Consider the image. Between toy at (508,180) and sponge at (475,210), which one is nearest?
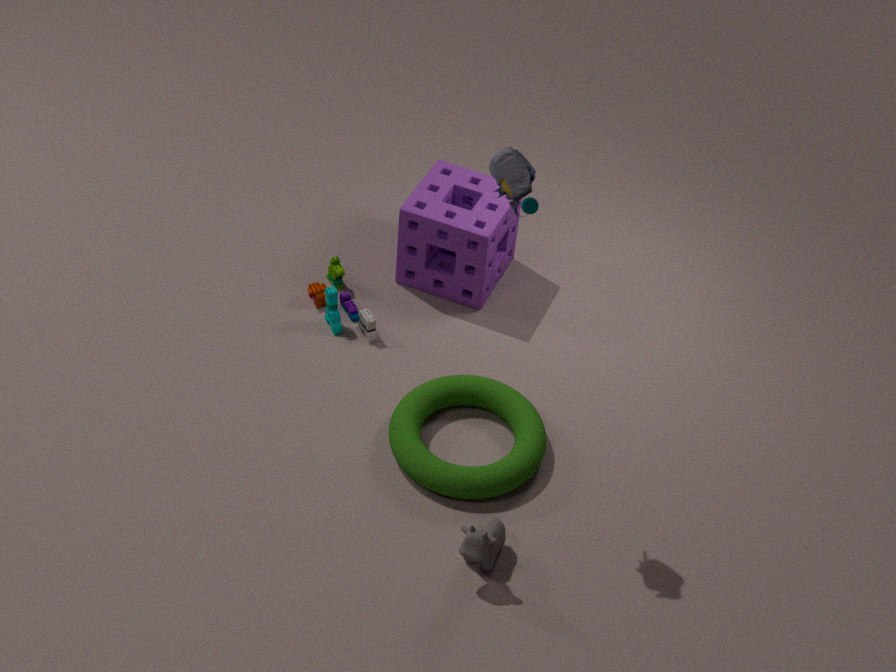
toy at (508,180)
